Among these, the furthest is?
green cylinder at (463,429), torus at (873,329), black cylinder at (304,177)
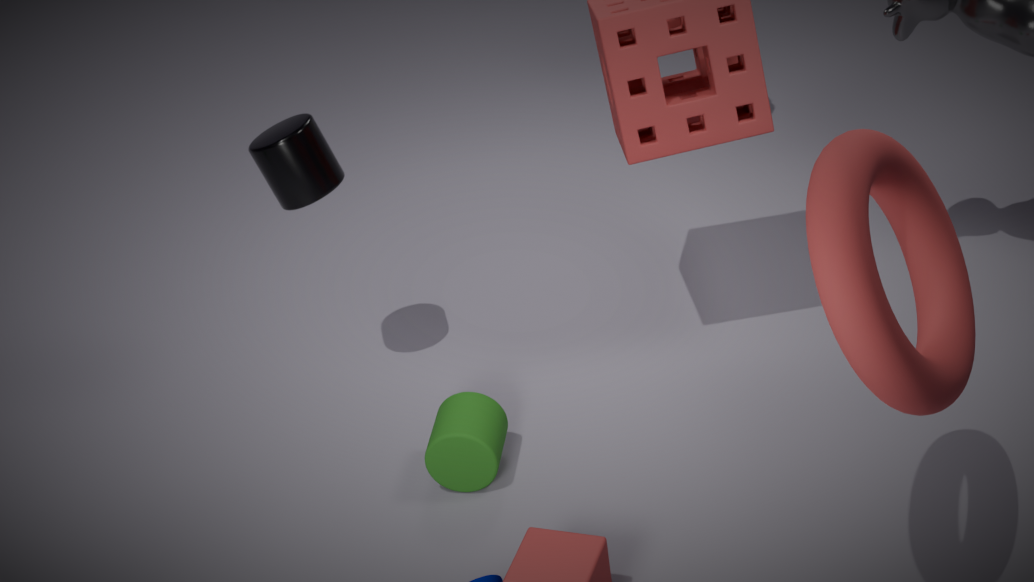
black cylinder at (304,177)
